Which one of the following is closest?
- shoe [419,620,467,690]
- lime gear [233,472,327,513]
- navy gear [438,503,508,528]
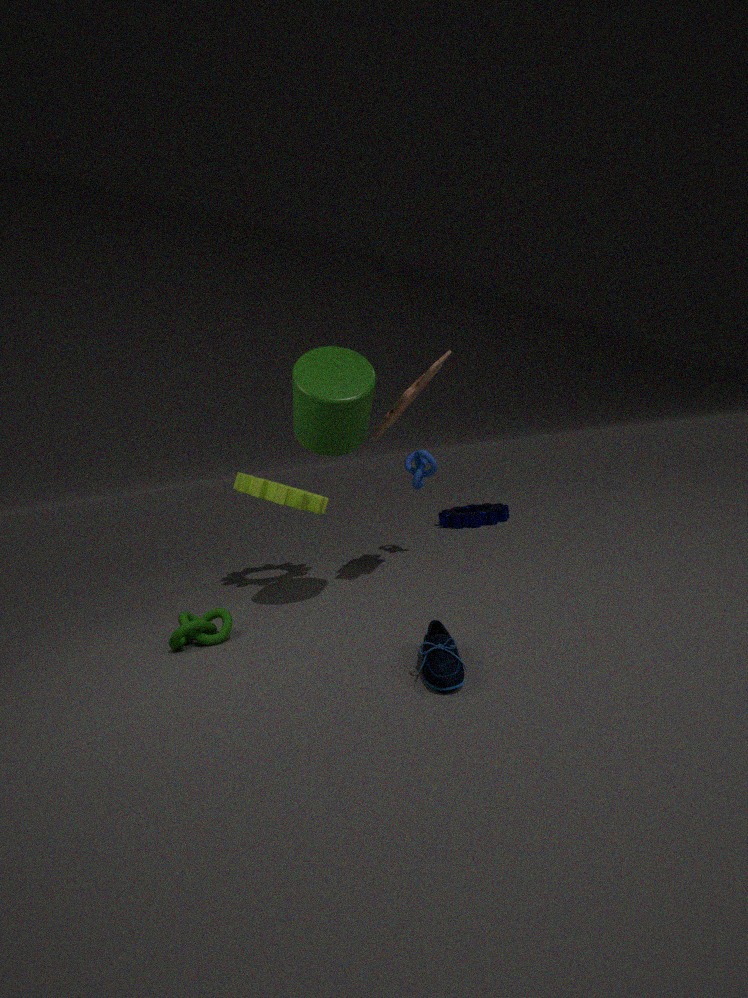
shoe [419,620,467,690]
